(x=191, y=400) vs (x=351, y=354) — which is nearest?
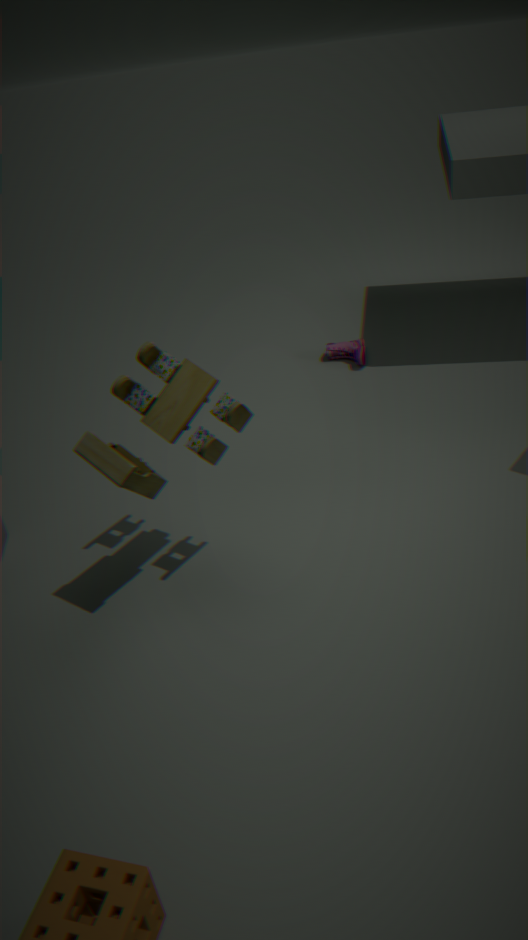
(x=191, y=400)
